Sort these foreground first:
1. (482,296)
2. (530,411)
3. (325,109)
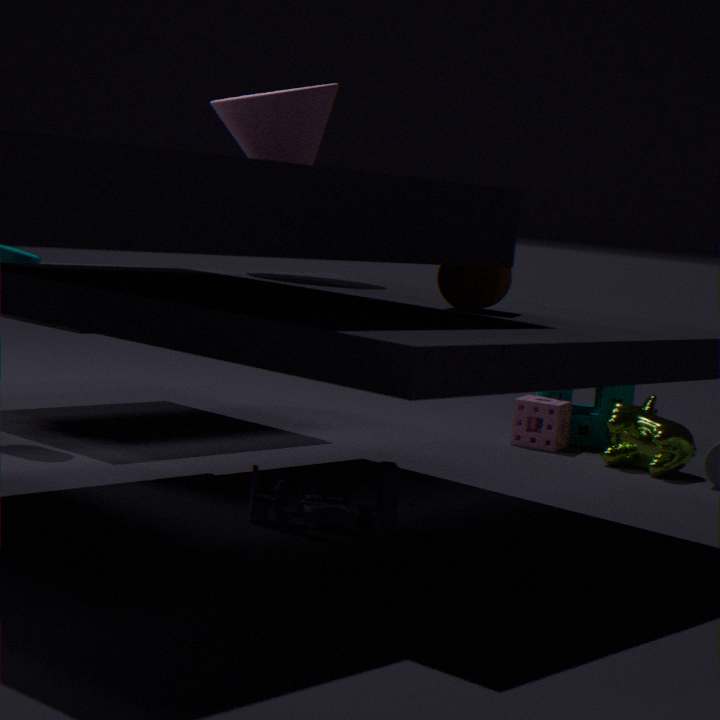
(482,296) → (325,109) → (530,411)
